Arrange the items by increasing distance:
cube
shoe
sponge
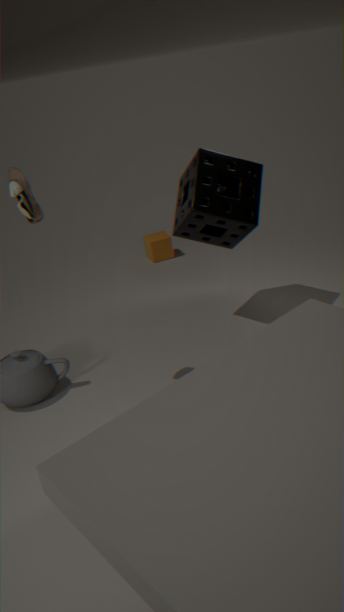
1. shoe
2. sponge
3. cube
